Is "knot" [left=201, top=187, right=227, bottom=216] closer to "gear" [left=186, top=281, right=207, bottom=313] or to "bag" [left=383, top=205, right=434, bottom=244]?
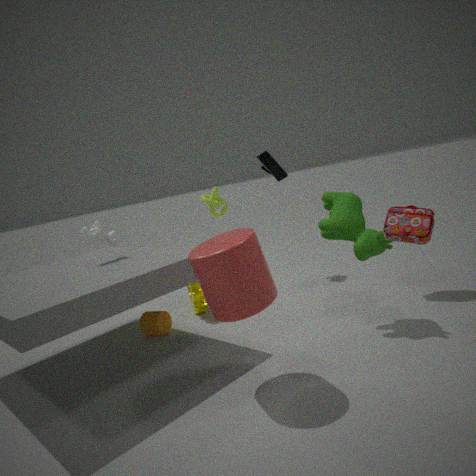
"gear" [left=186, top=281, right=207, bottom=313]
